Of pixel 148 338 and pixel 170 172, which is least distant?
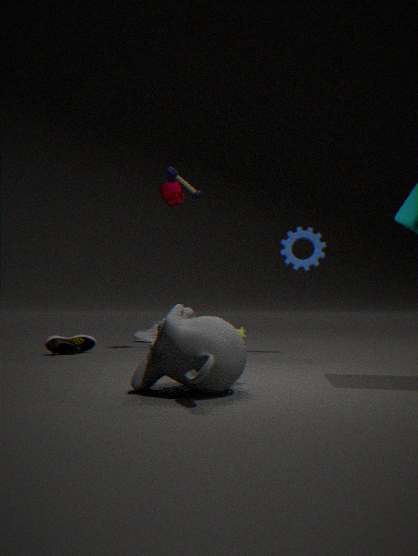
pixel 170 172
